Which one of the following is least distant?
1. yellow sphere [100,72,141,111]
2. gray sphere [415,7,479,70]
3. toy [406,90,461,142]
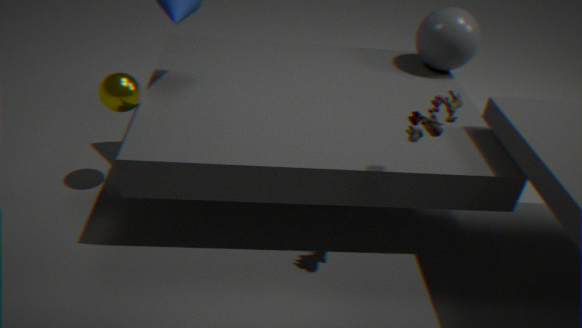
toy [406,90,461,142]
